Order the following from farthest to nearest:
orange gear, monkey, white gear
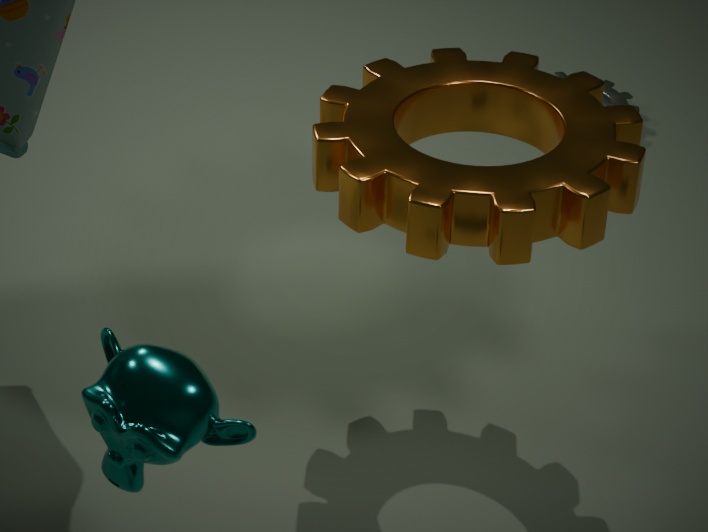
white gear, orange gear, monkey
